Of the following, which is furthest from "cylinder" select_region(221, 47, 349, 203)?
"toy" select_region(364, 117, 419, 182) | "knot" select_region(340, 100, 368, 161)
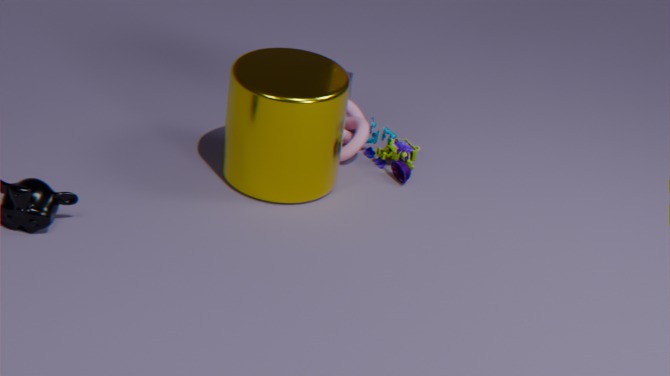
"toy" select_region(364, 117, 419, 182)
